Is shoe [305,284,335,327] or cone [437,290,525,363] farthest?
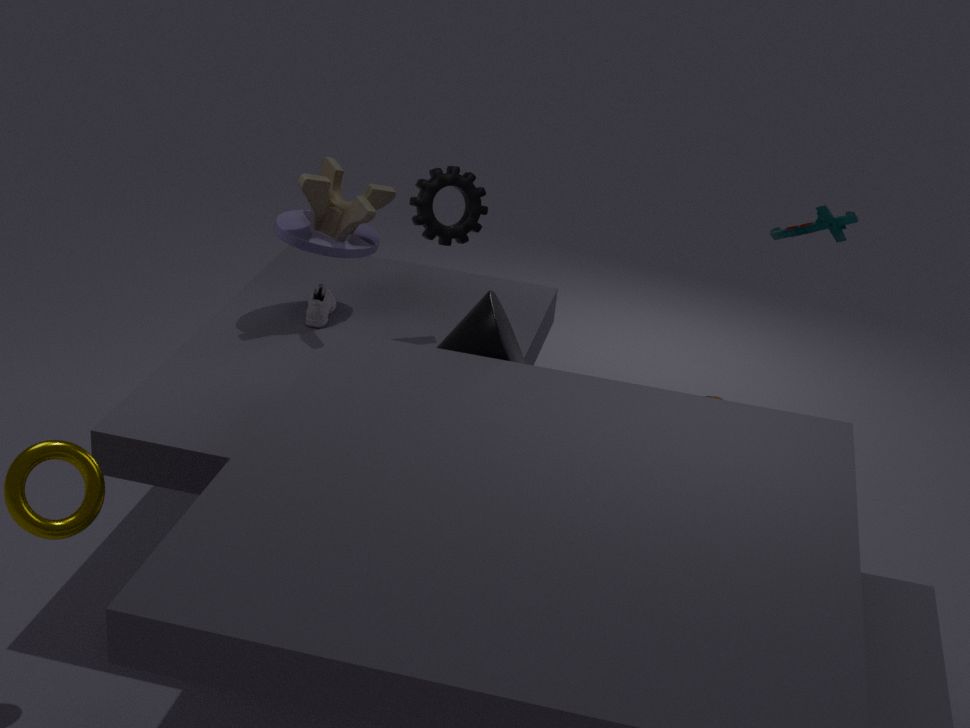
shoe [305,284,335,327]
